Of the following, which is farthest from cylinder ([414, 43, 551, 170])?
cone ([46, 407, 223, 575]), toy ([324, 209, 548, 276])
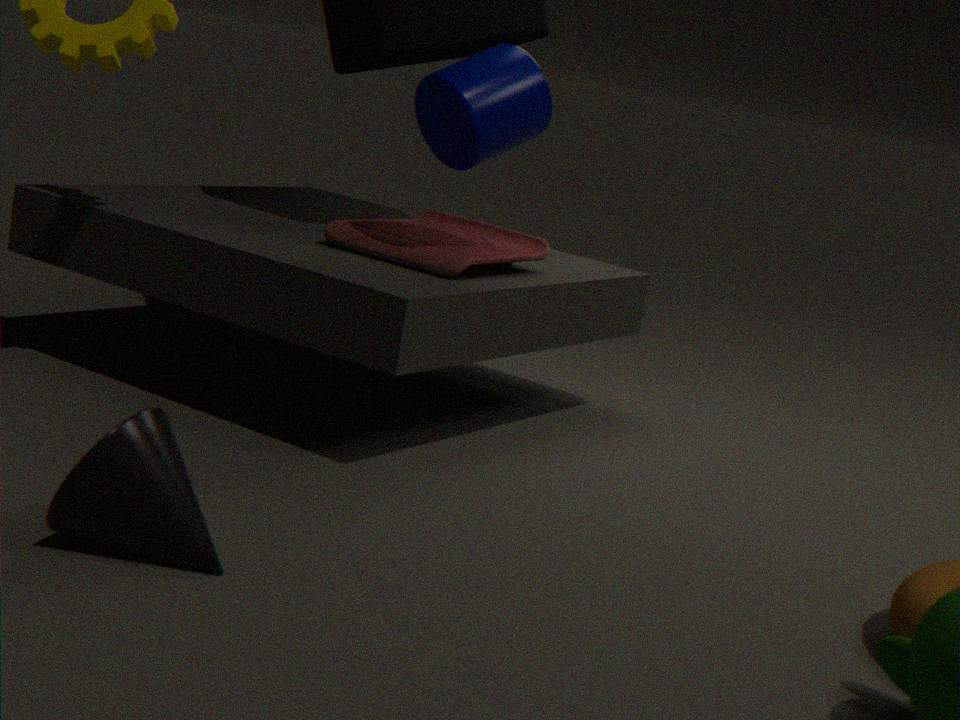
cone ([46, 407, 223, 575])
